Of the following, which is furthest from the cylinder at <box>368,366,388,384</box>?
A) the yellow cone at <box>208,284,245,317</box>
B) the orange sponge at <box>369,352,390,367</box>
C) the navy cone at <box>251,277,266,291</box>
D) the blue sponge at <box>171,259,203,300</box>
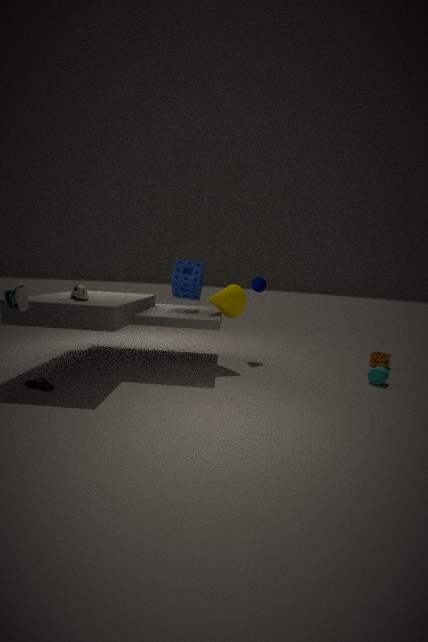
the blue sponge at <box>171,259,203,300</box>
